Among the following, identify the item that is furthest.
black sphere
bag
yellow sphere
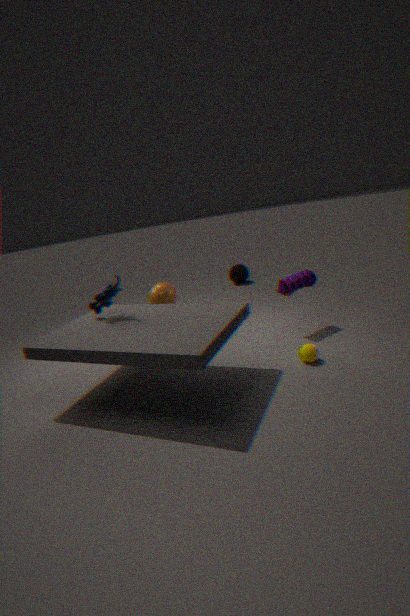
black sphere
